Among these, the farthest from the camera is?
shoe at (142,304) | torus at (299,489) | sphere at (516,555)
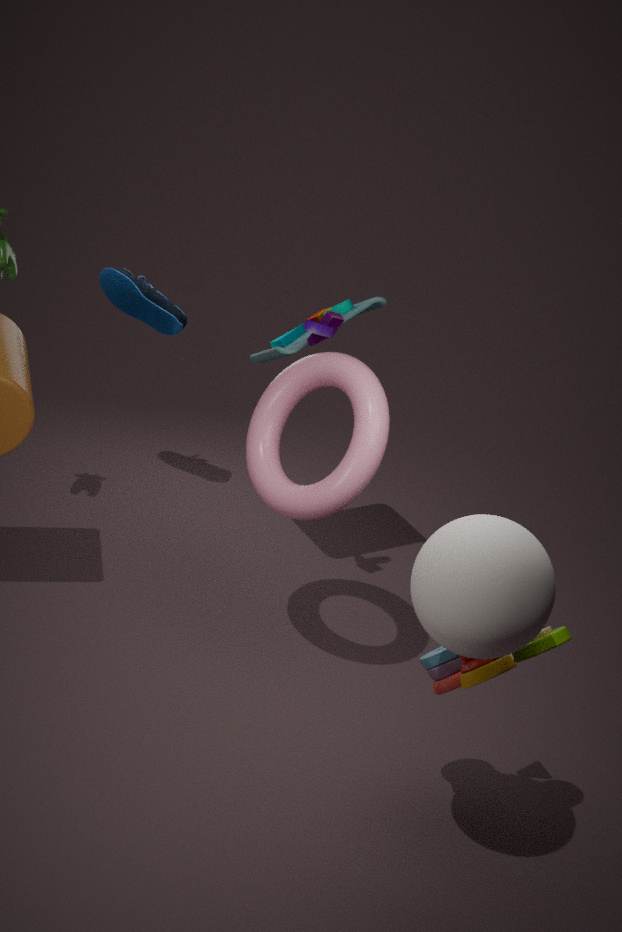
shoe at (142,304)
